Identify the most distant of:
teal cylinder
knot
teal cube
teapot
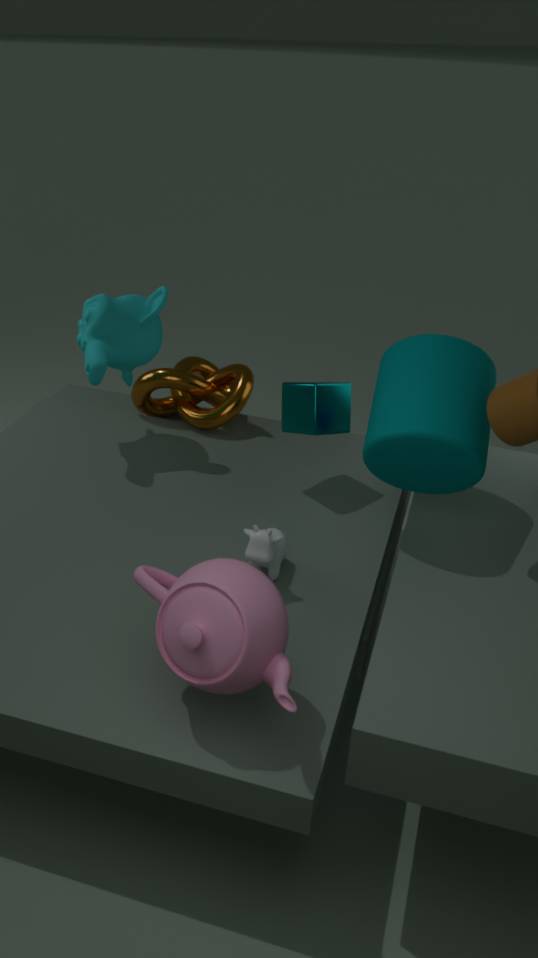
knot
